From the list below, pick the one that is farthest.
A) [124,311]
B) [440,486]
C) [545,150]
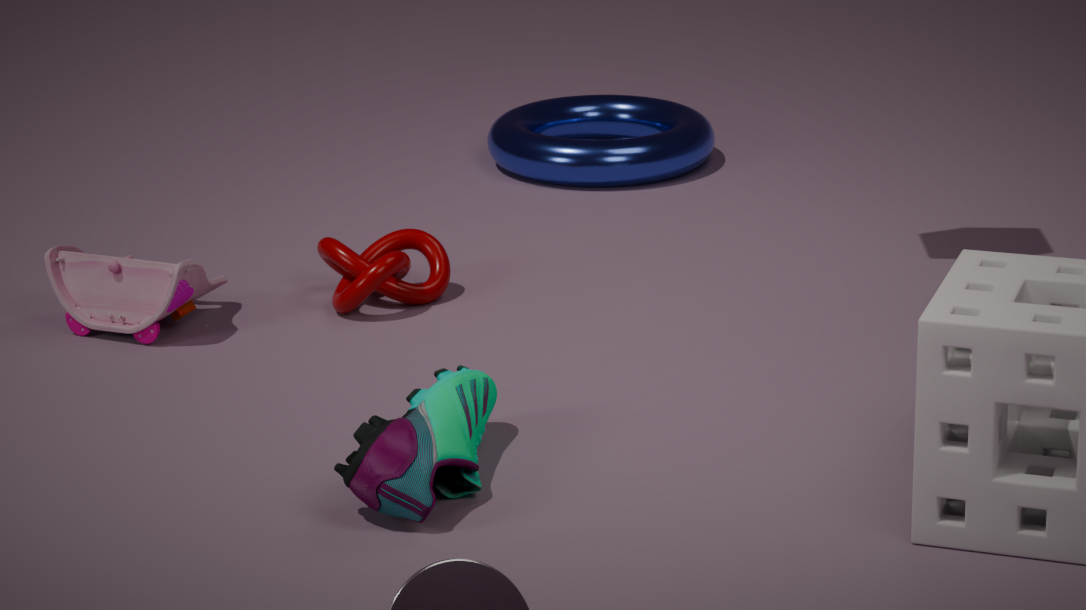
[545,150]
